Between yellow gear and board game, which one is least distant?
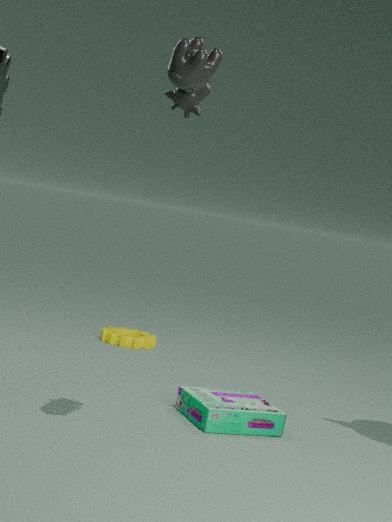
board game
